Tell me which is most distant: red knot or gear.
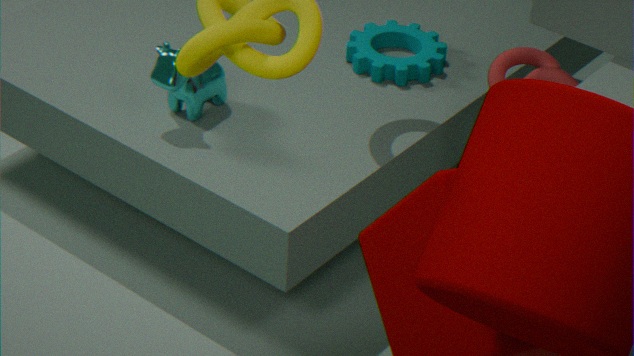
gear
